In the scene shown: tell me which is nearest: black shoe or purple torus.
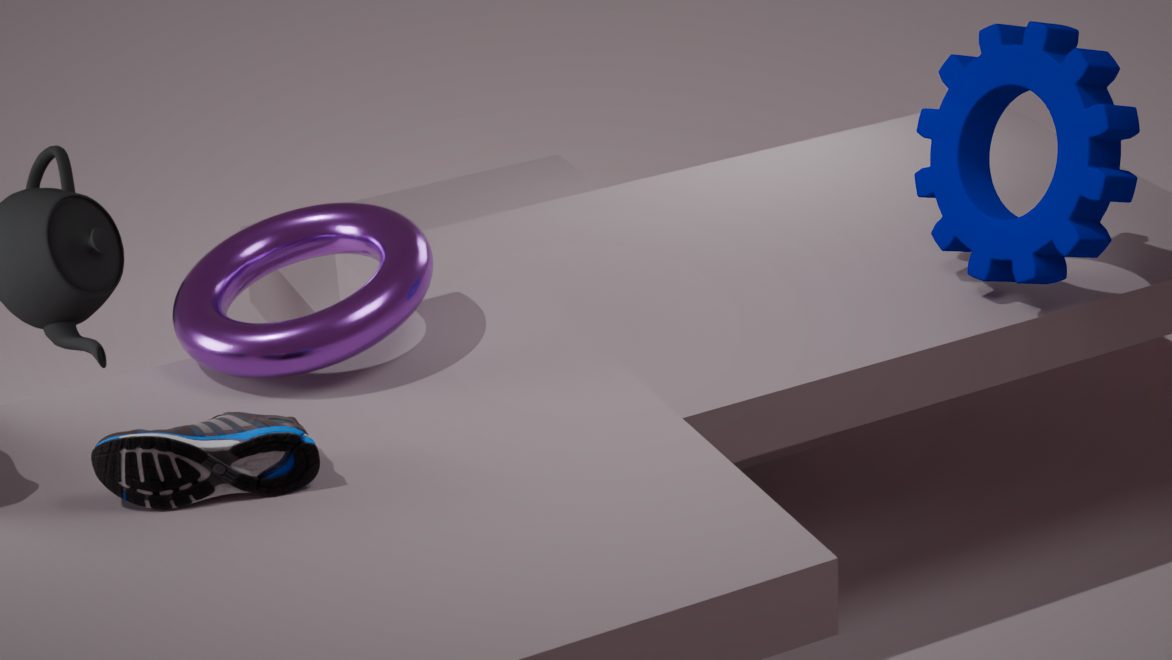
black shoe
